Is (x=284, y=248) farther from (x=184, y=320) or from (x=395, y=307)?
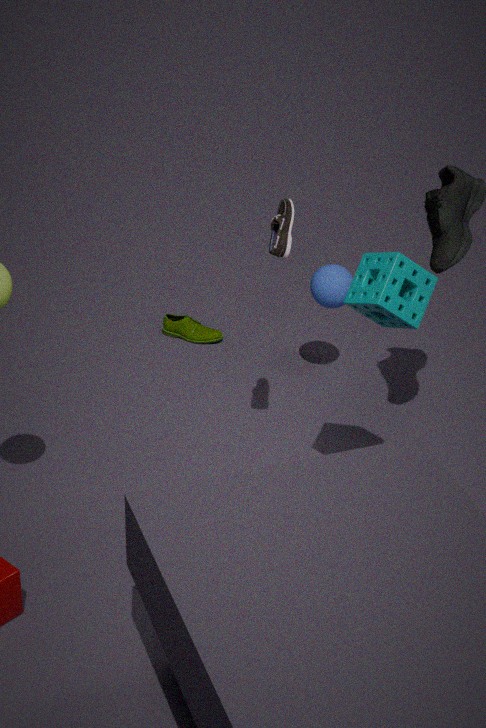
(x=184, y=320)
